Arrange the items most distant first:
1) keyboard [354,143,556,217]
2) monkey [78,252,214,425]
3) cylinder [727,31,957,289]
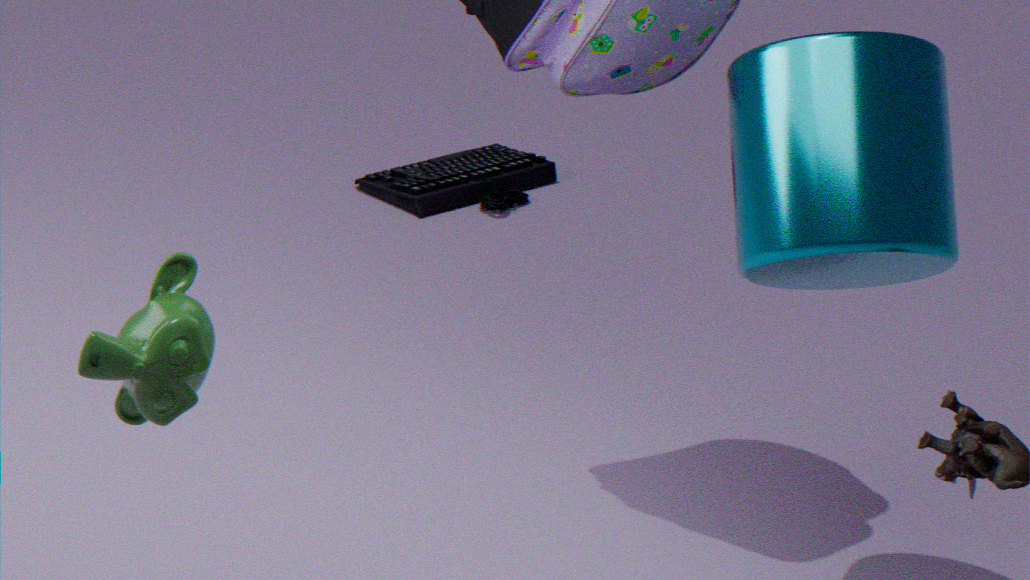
1. keyboard [354,143,556,217] → 3. cylinder [727,31,957,289] → 2. monkey [78,252,214,425]
